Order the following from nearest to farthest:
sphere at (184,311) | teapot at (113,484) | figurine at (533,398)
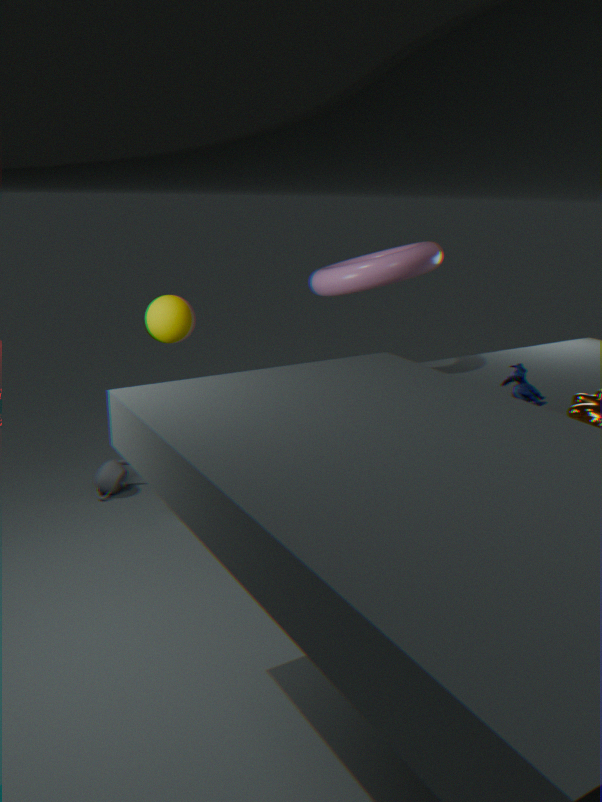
figurine at (533,398), sphere at (184,311), teapot at (113,484)
